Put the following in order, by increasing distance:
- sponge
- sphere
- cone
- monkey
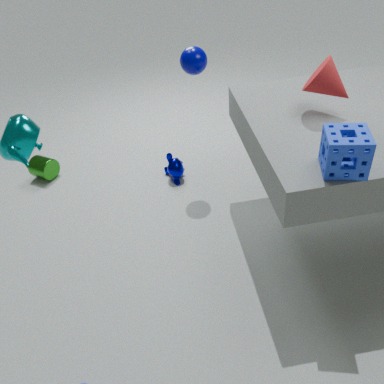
1. sponge
2. cone
3. sphere
4. monkey
